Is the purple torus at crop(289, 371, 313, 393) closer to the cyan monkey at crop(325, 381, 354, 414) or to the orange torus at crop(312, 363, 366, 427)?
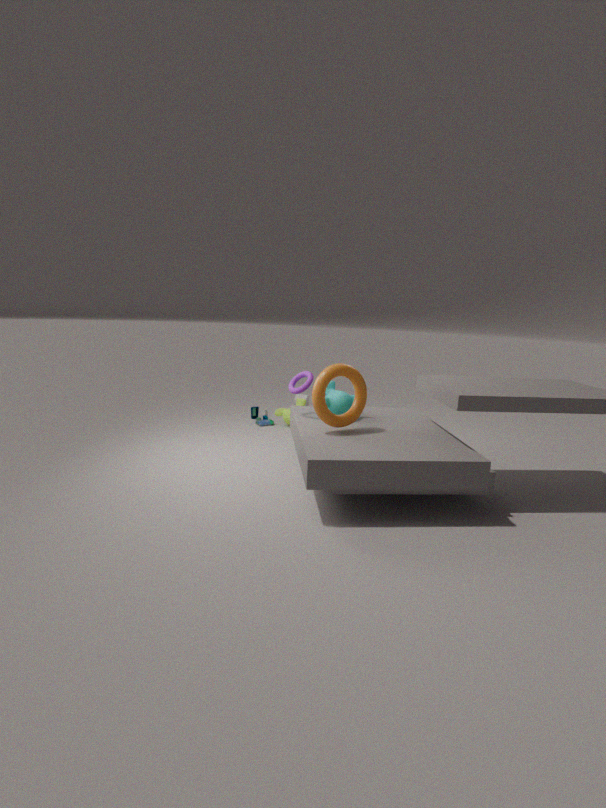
the cyan monkey at crop(325, 381, 354, 414)
